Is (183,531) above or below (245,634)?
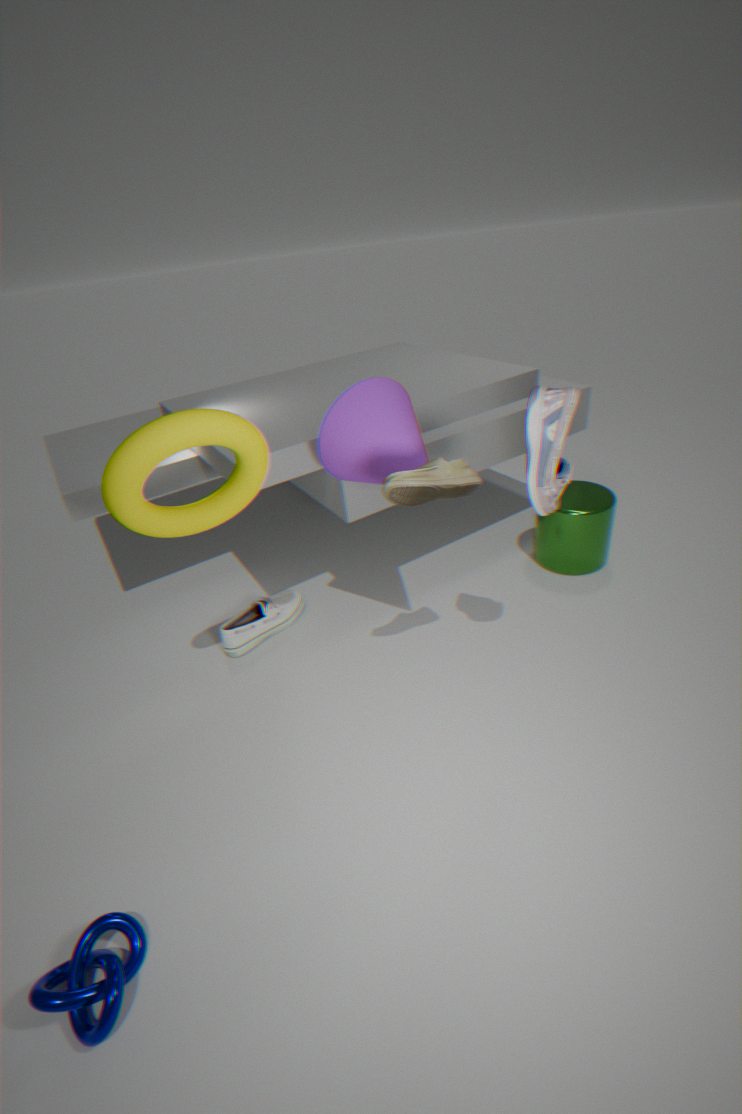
above
